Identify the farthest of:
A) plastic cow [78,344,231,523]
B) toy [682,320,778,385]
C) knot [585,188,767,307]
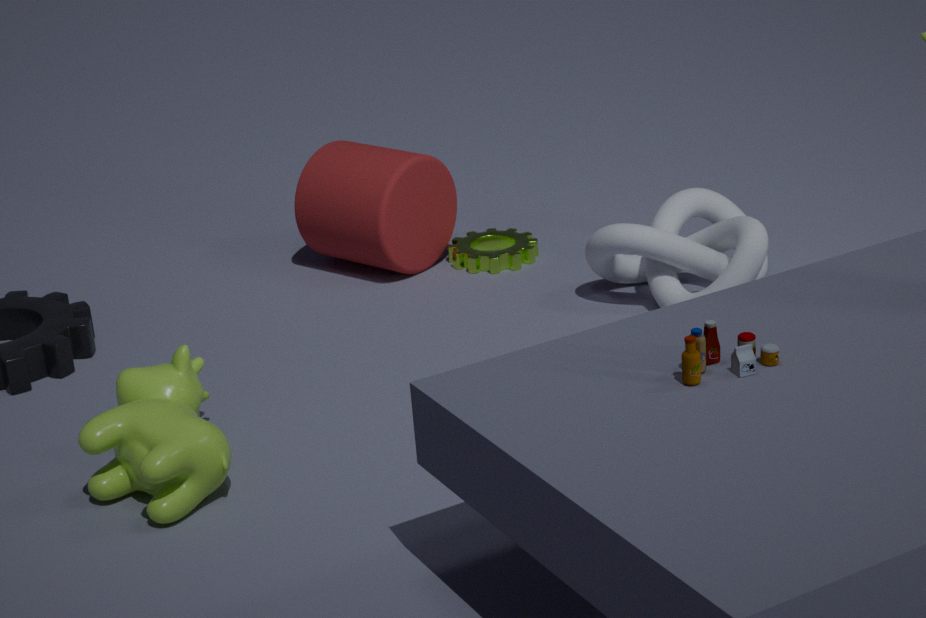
knot [585,188,767,307]
